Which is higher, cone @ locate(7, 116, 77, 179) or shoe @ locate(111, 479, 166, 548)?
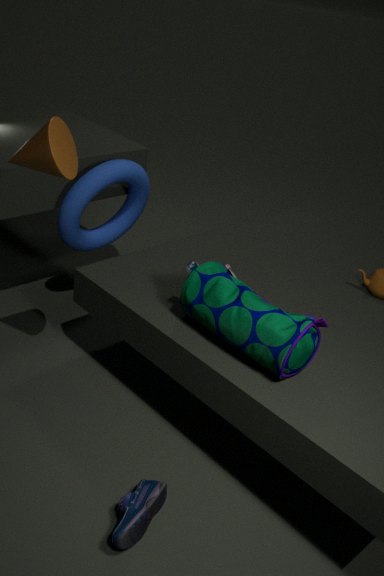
cone @ locate(7, 116, 77, 179)
